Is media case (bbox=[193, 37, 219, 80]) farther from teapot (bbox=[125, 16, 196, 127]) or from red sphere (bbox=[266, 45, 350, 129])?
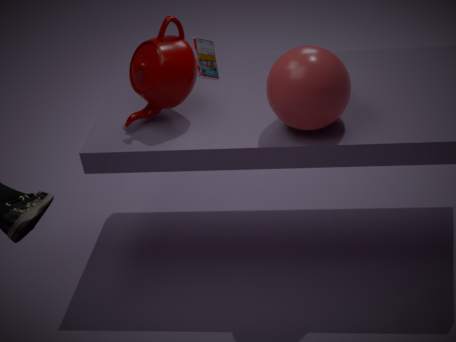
teapot (bbox=[125, 16, 196, 127])
